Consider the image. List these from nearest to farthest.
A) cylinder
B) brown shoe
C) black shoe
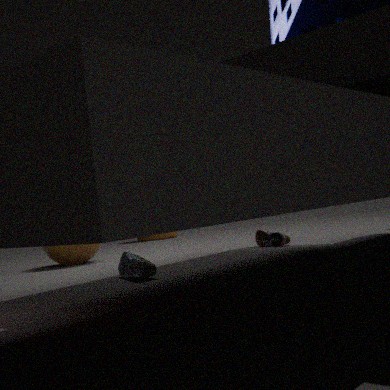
black shoe < brown shoe < cylinder
